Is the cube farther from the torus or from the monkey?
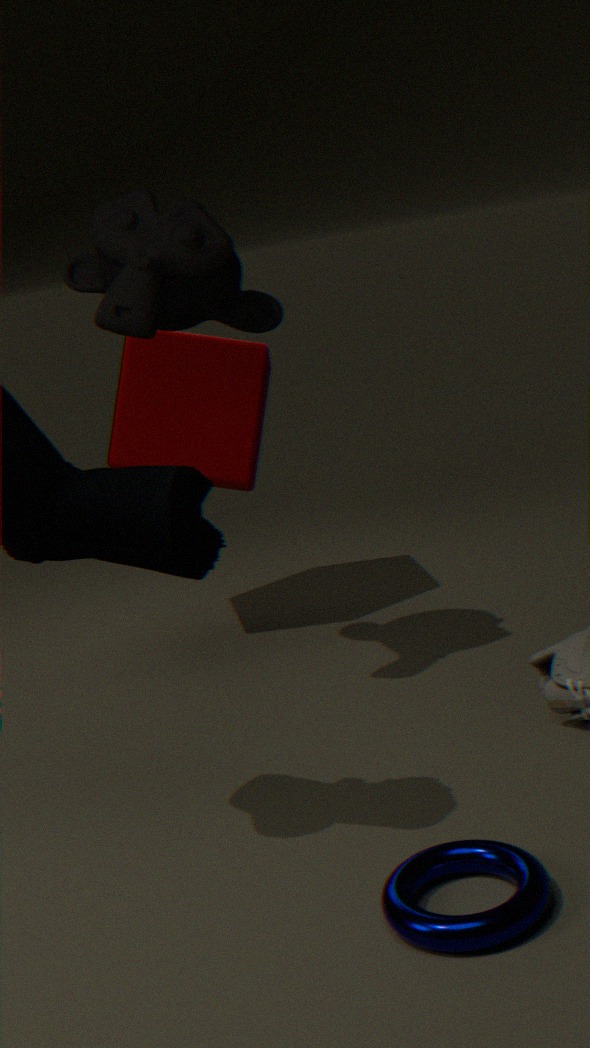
the torus
